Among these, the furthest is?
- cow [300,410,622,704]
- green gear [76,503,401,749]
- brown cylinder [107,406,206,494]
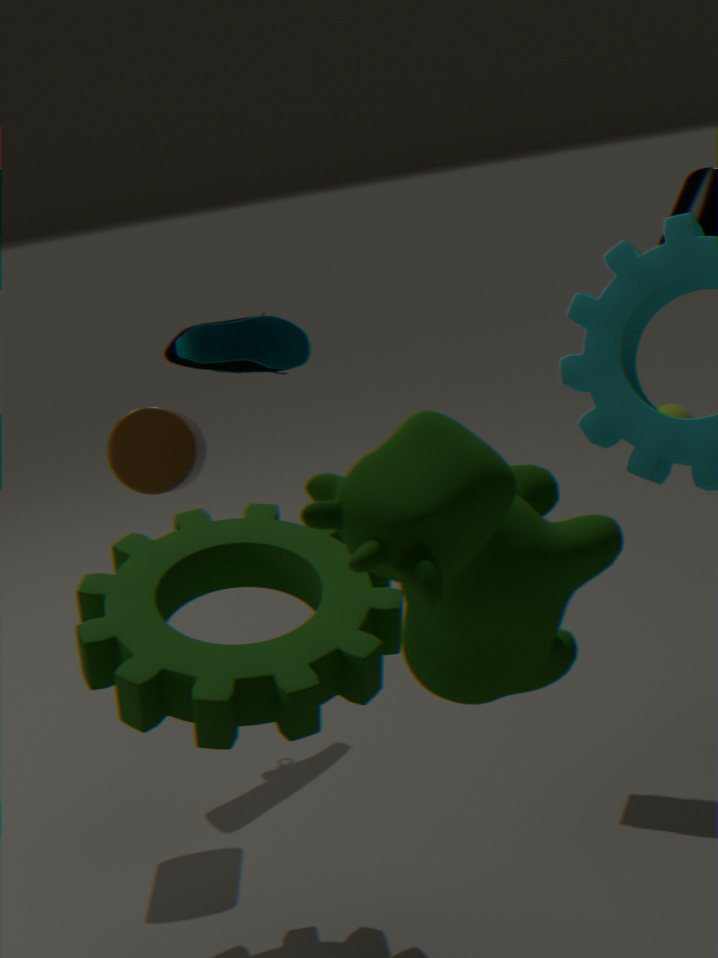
brown cylinder [107,406,206,494]
